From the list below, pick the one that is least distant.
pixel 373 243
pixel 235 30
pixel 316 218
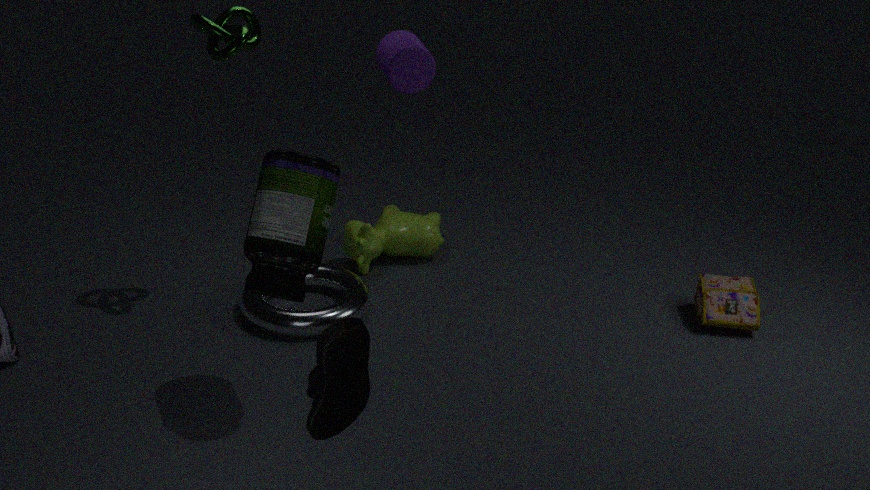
pixel 316 218
